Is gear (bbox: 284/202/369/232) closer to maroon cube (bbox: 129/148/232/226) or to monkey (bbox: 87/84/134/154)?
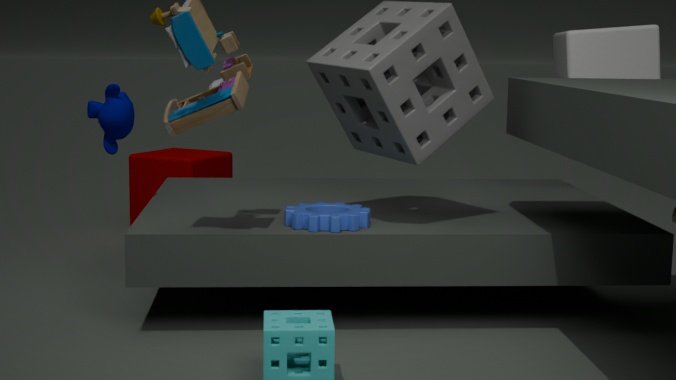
monkey (bbox: 87/84/134/154)
